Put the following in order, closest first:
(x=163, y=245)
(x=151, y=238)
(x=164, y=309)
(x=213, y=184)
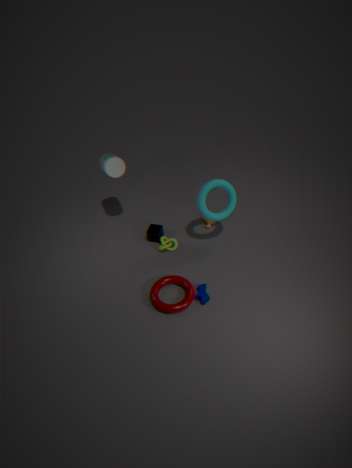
1. (x=164, y=309)
2. (x=213, y=184)
3. (x=163, y=245)
4. (x=151, y=238)
